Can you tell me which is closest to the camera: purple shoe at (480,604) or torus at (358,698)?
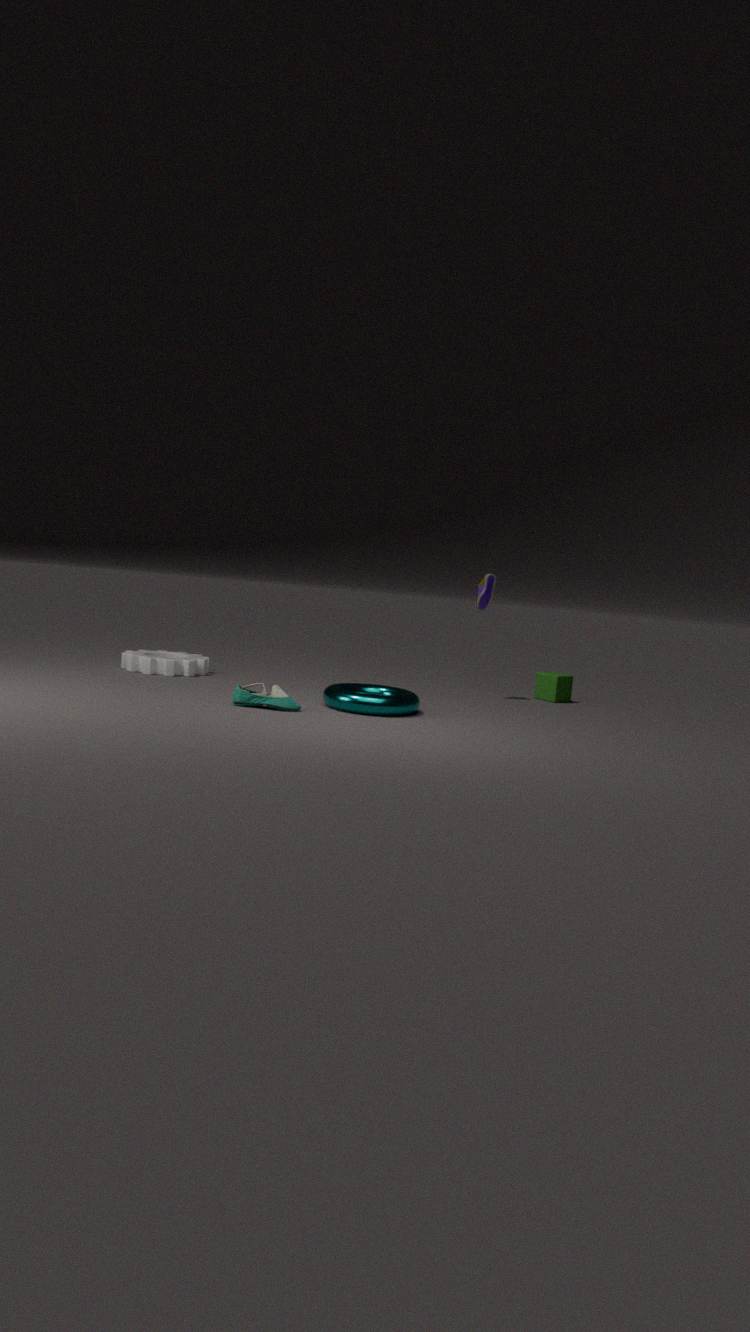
torus at (358,698)
